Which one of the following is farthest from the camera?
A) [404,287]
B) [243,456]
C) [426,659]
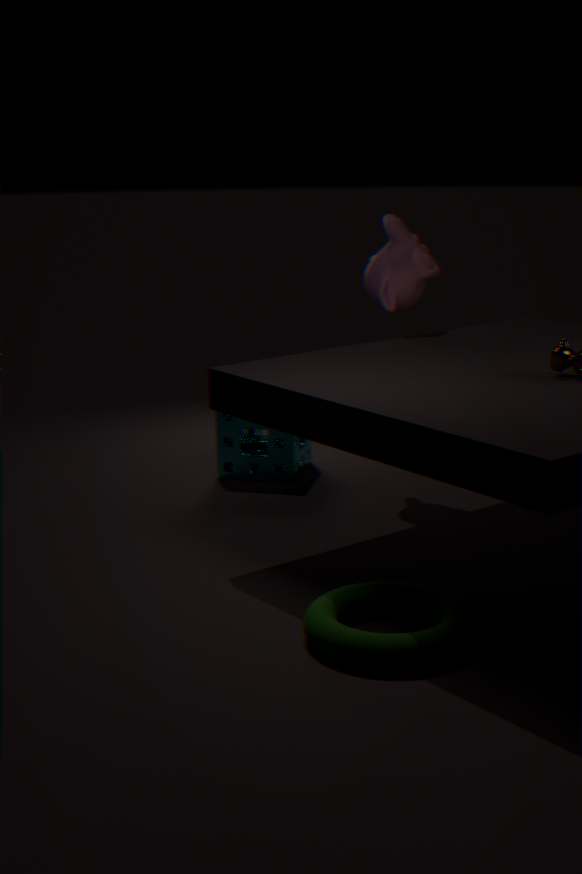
[243,456]
